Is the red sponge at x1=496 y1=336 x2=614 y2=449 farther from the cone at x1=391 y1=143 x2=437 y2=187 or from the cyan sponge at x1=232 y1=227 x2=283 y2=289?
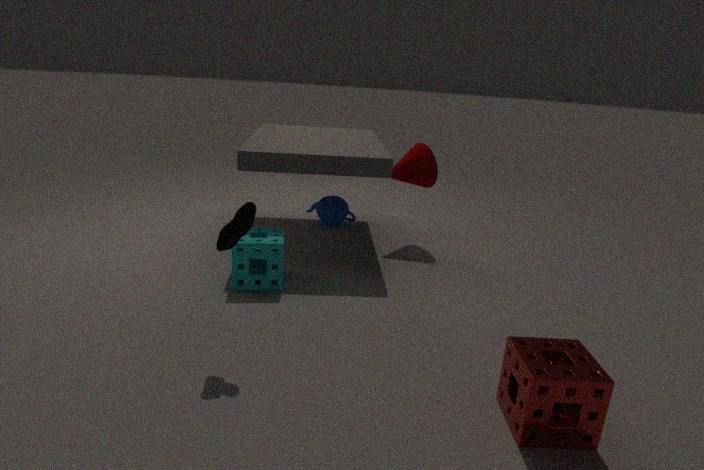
the cone at x1=391 y1=143 x2=437 y2=187
